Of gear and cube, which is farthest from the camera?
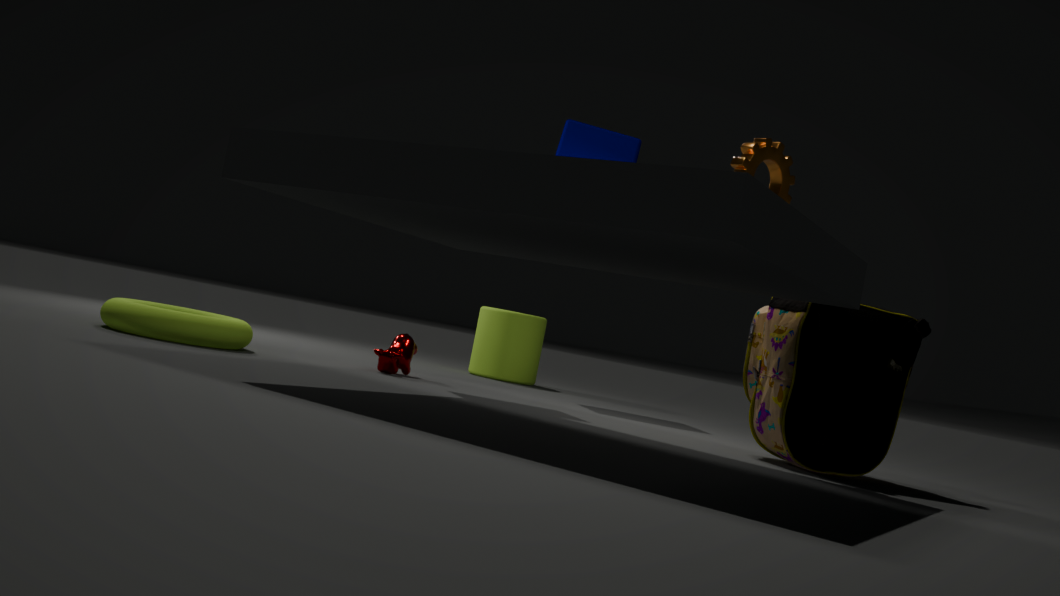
cube
